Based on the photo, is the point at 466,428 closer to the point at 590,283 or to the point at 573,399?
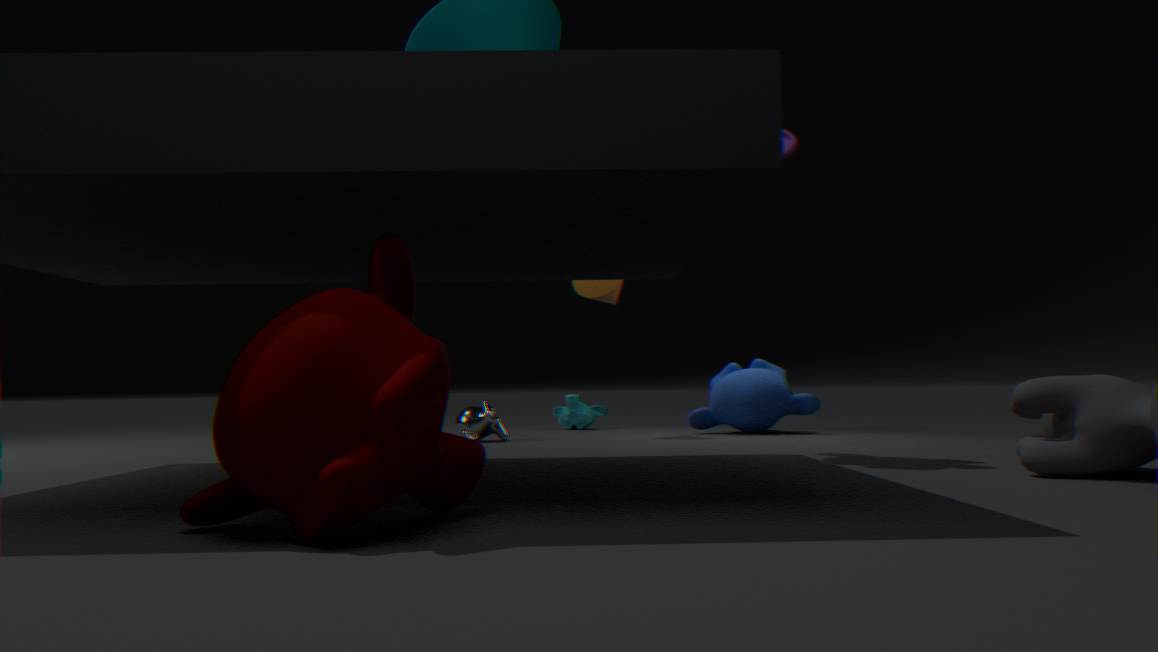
the point at 590,283
